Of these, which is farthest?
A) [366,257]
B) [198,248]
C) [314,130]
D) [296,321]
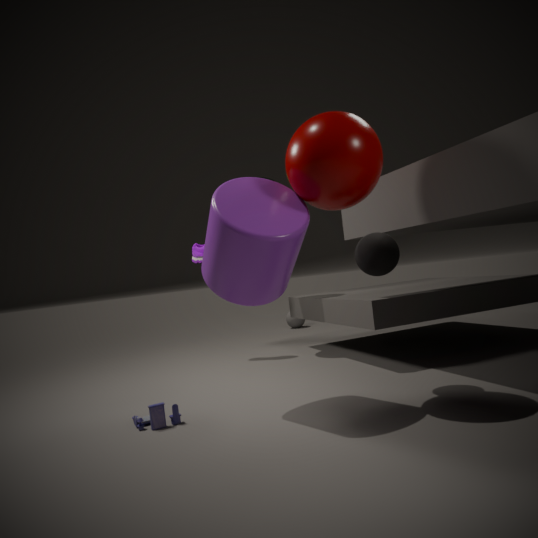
[296,321]
